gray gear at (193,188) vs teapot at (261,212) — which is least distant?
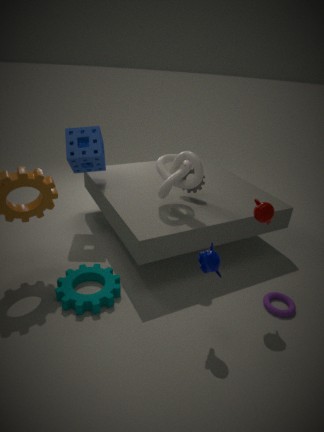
teapot at (261,212)
